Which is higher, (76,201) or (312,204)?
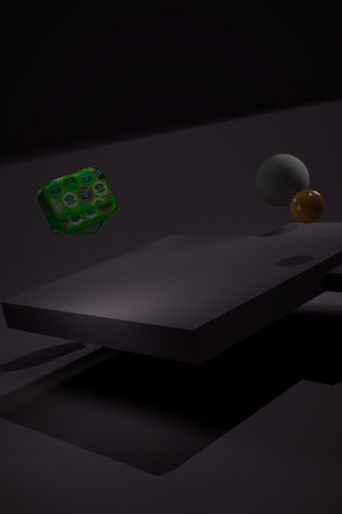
(76,201)
